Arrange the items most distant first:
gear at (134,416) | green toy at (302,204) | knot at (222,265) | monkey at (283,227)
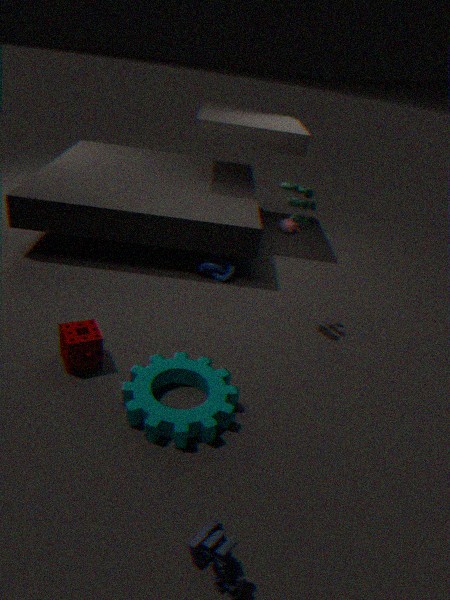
monkey at (283,227), knot at (222,265), green toy at (302,204), gear at (134,416)
